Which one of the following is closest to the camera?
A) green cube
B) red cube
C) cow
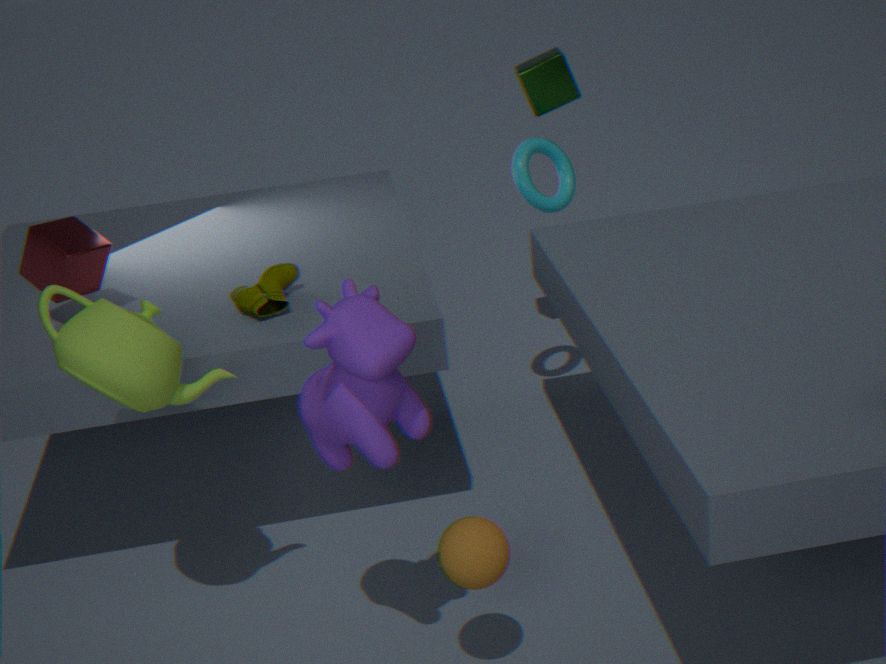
cow
